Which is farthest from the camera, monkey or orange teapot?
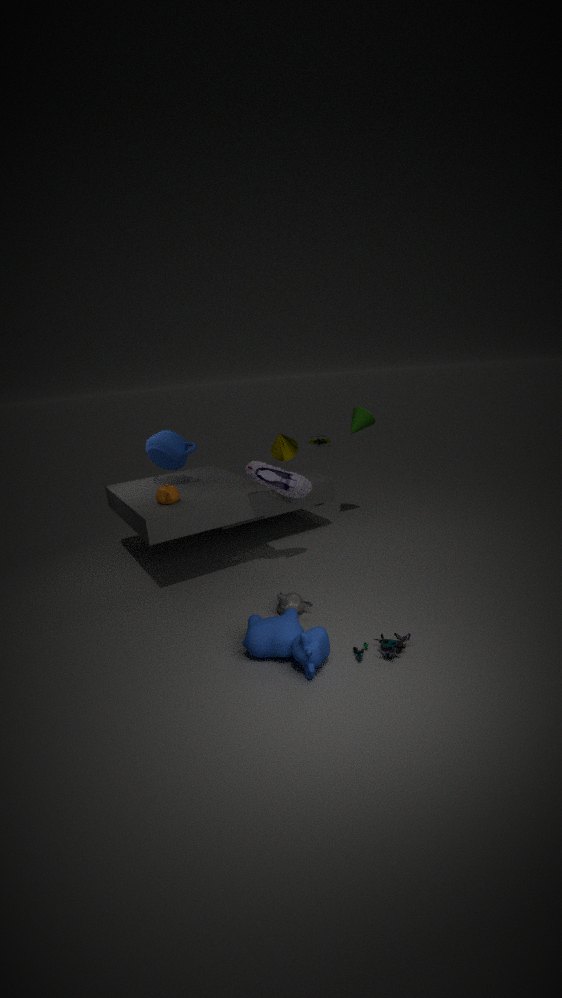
orange teapot
